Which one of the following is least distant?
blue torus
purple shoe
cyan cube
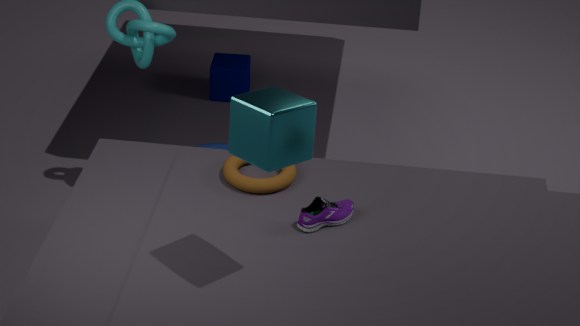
cyan cube
